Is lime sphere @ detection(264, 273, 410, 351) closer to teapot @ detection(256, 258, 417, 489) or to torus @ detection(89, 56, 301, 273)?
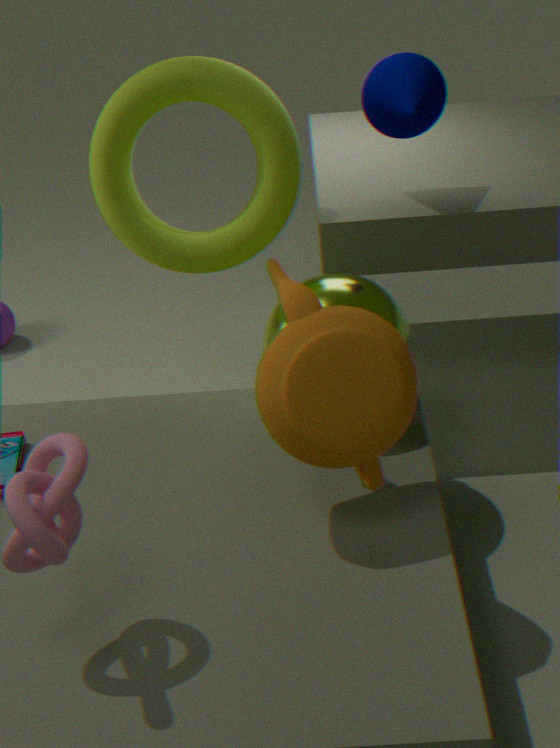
teapot @ detection(256, 258, 417, 489)
